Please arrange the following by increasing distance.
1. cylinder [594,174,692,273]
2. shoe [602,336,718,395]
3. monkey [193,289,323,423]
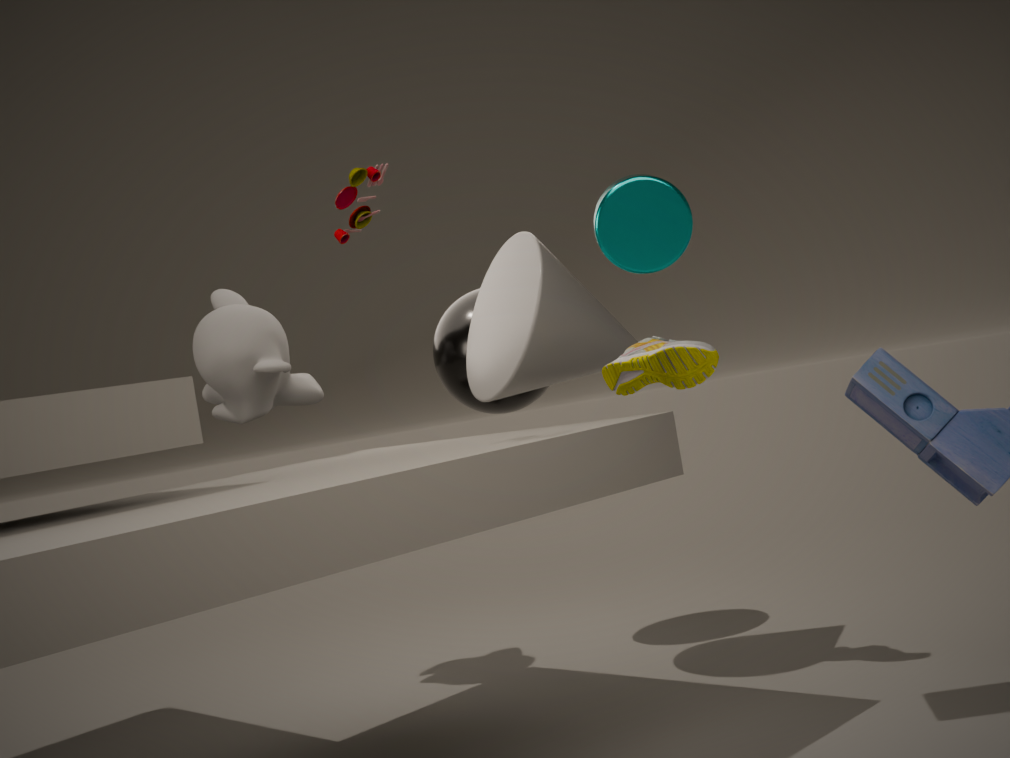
cylinder [594,174,692,273], shoe [602,336,718,395], monkey [193,289,323,423]
